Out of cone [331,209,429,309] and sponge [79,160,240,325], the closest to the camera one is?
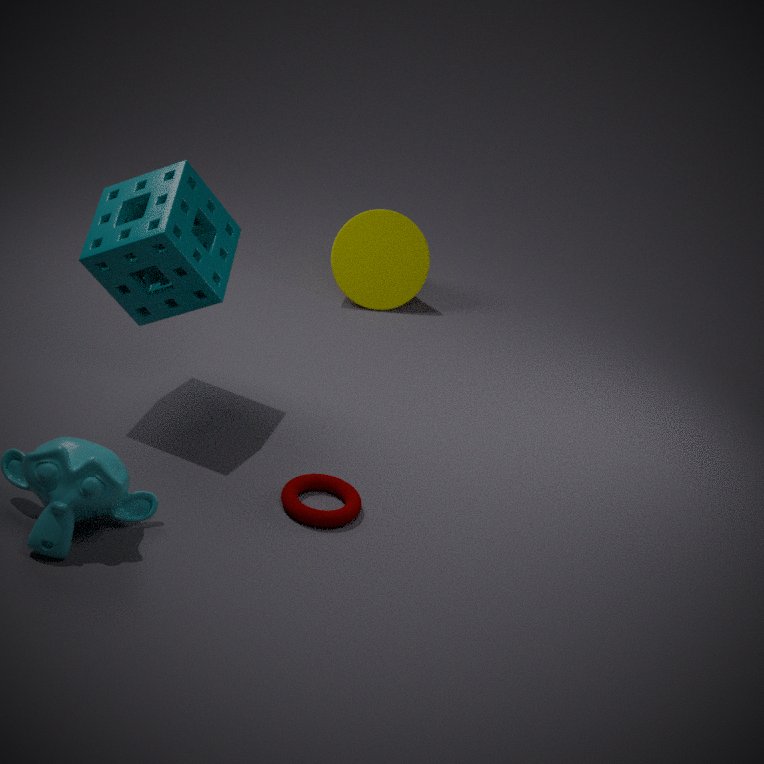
sponge [79,160,240,325]
